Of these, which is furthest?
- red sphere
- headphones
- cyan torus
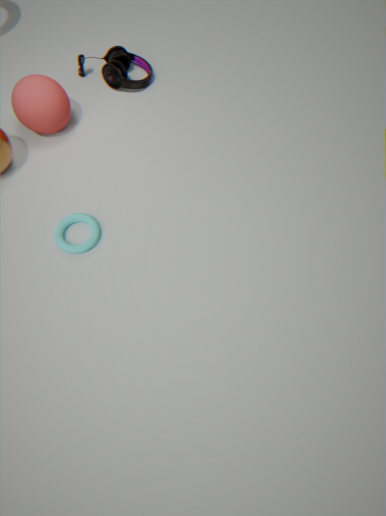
headphones
